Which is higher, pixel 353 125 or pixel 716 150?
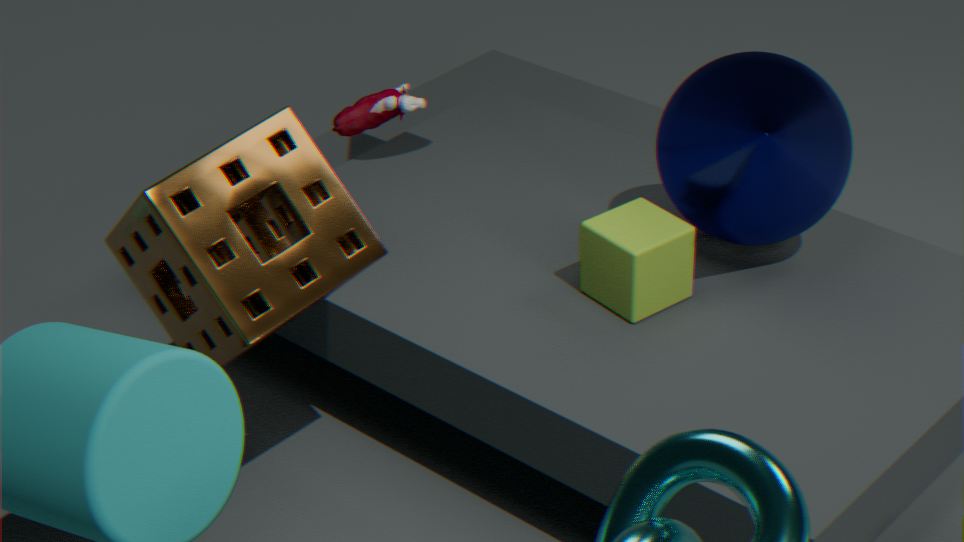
pixel 353 125
